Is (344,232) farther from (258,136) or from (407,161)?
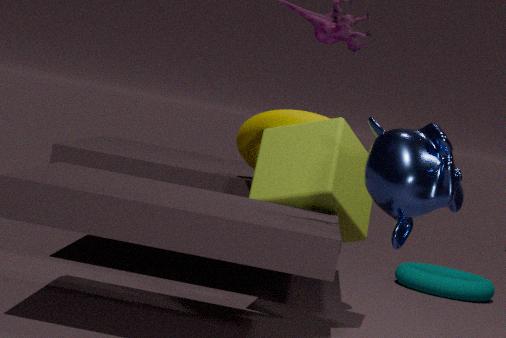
(407,161)
